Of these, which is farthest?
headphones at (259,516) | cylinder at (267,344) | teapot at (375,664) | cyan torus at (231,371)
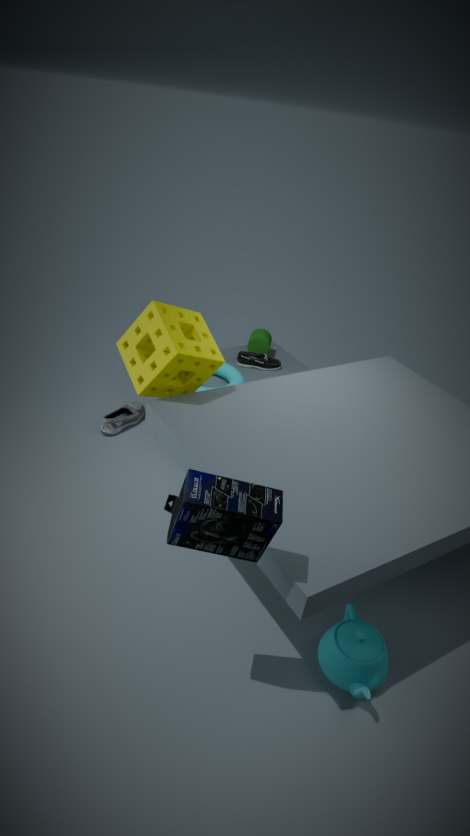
cylinder at (267,344)
